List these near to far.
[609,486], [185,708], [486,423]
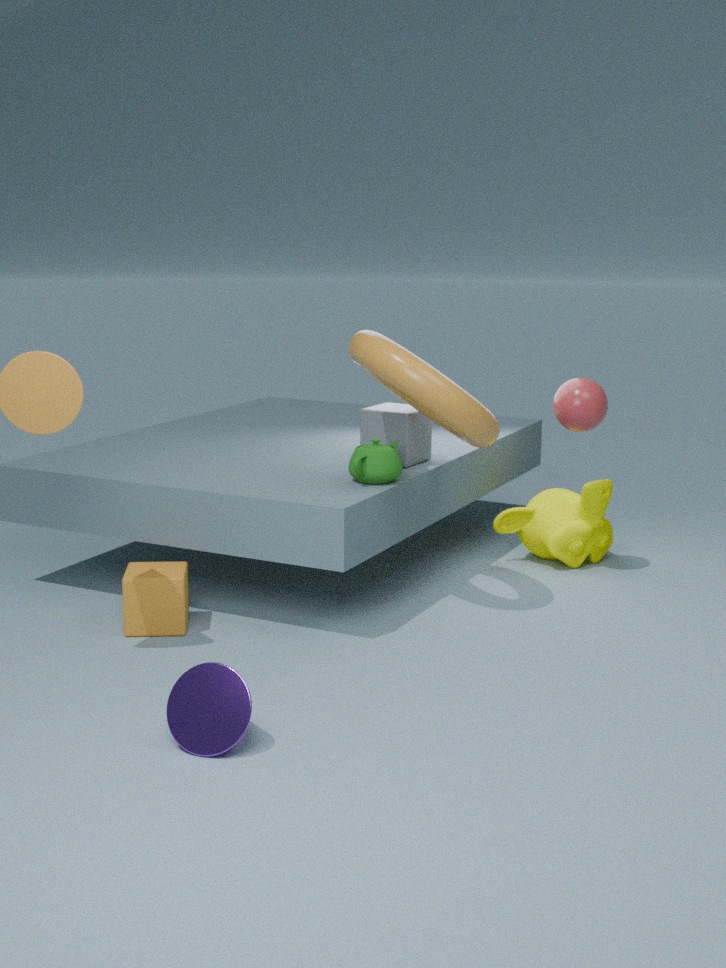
1. [185,708]
2. [486,423]
3. [609,486]
